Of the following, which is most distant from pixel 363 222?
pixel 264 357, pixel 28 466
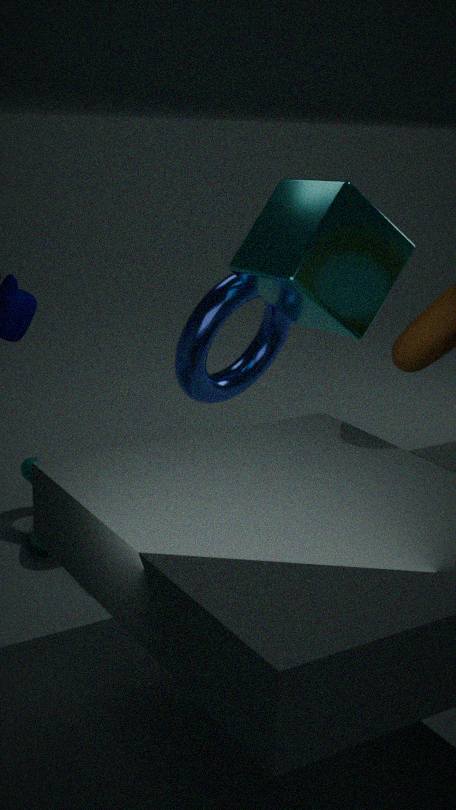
pixel 28 466
